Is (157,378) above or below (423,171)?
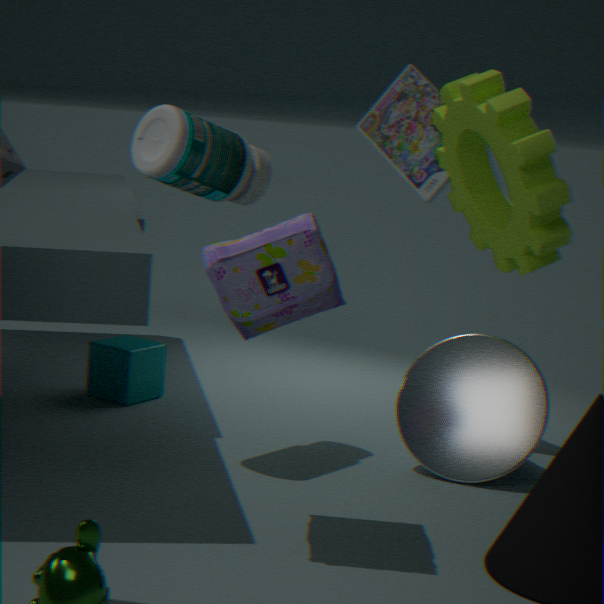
below
